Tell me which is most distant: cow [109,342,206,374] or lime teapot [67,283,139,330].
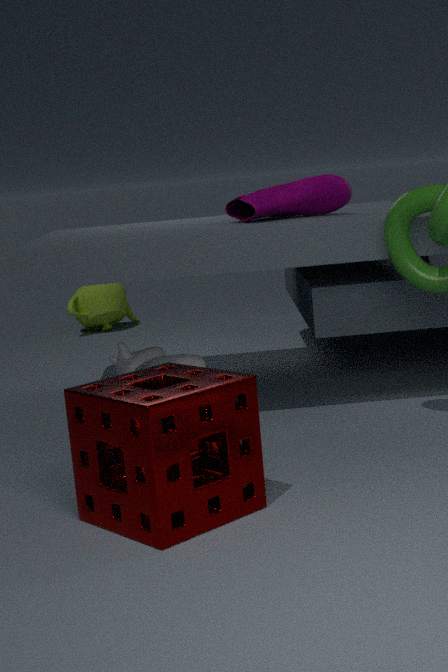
lime teapot [67,283,139,330]
